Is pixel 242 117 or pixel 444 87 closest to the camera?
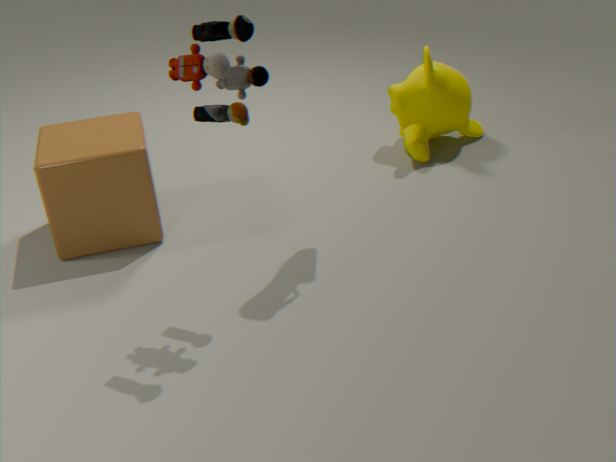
pixel 242 117
